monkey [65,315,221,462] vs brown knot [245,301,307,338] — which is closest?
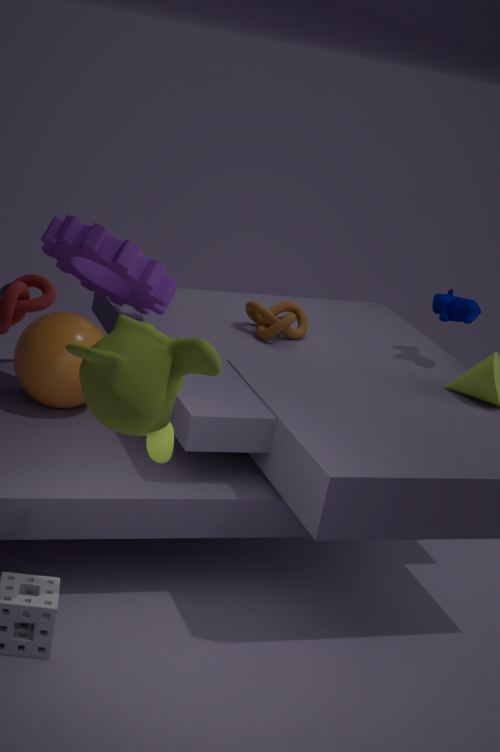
monkey [65,315,221,462]
